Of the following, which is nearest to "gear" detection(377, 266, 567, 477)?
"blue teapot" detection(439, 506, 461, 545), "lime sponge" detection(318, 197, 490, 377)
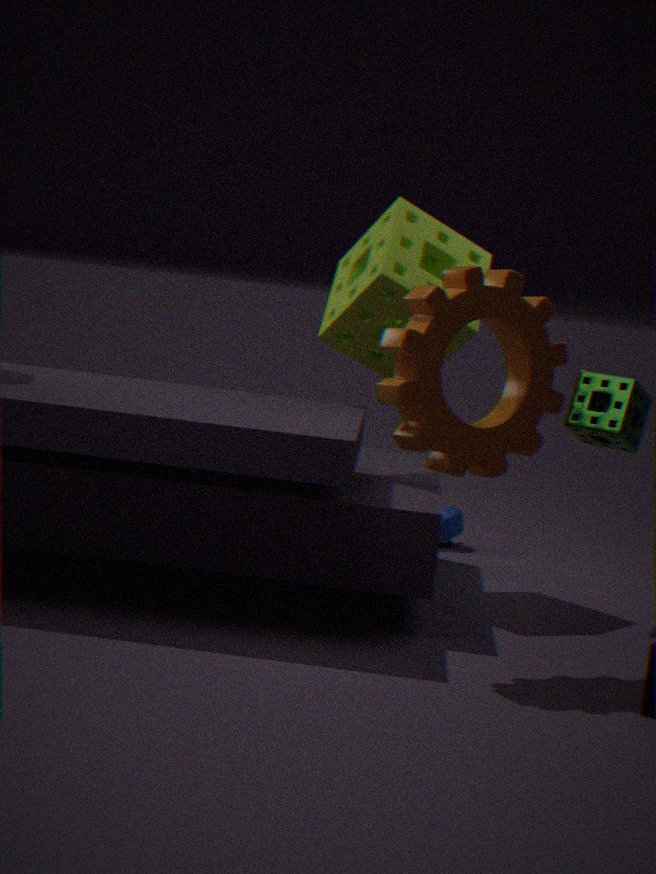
"lime sponge" detection(318, 197, 490, 377)
